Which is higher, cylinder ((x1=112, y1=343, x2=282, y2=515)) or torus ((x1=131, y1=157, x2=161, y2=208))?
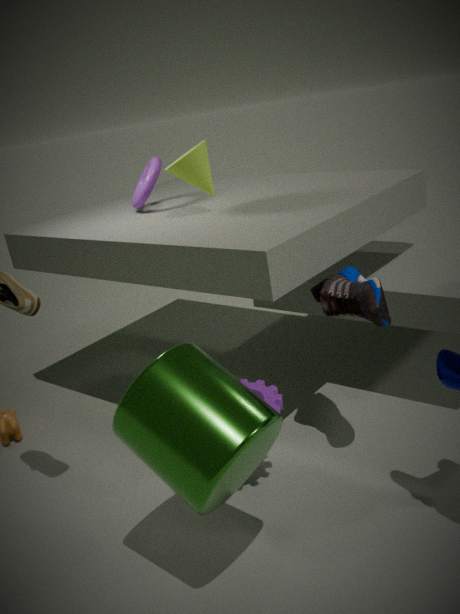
torus ((x1=131, y1=157, x2=161, y2=208))
